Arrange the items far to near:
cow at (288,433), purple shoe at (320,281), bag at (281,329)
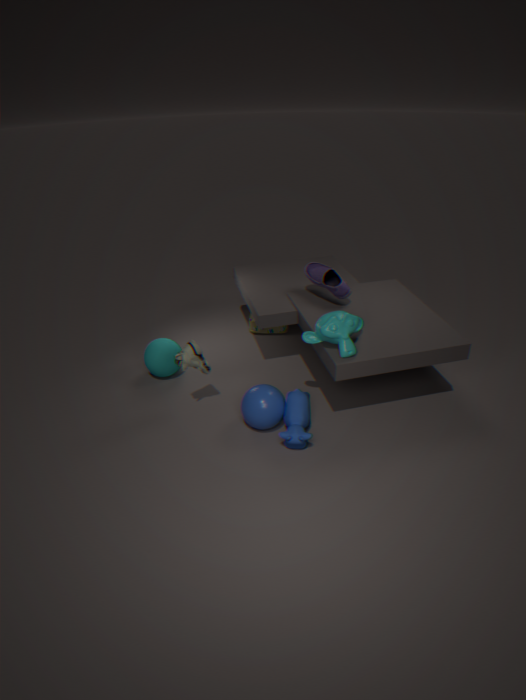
bag at (281,329)
purple shoe at (320,281)
cow at (288,433)
